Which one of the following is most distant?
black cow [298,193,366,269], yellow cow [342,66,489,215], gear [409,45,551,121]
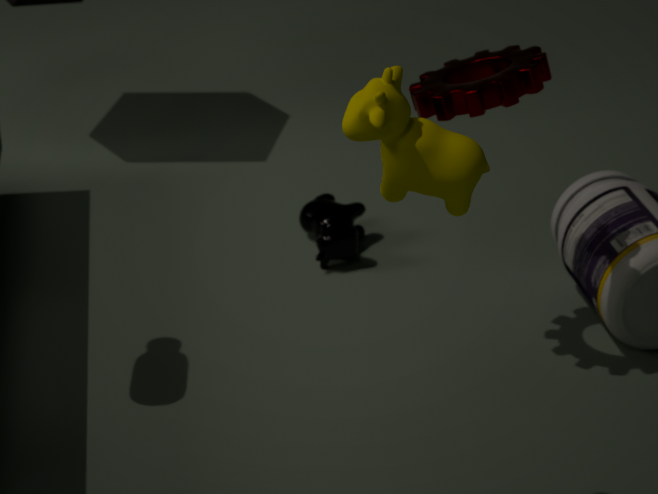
black cow [298,193,366,269]
